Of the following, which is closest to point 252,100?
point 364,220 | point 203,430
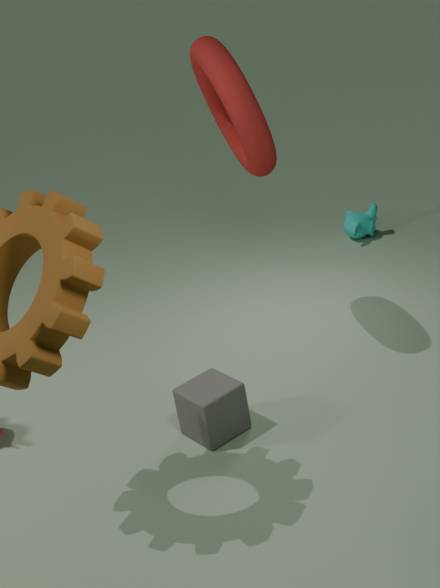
point 203,430
